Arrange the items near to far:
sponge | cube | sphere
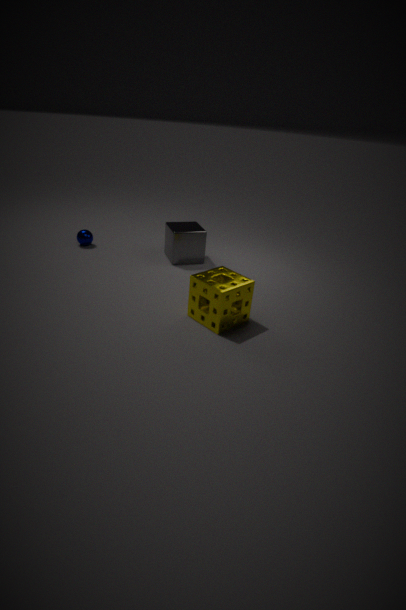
sponge
cube
sphere
